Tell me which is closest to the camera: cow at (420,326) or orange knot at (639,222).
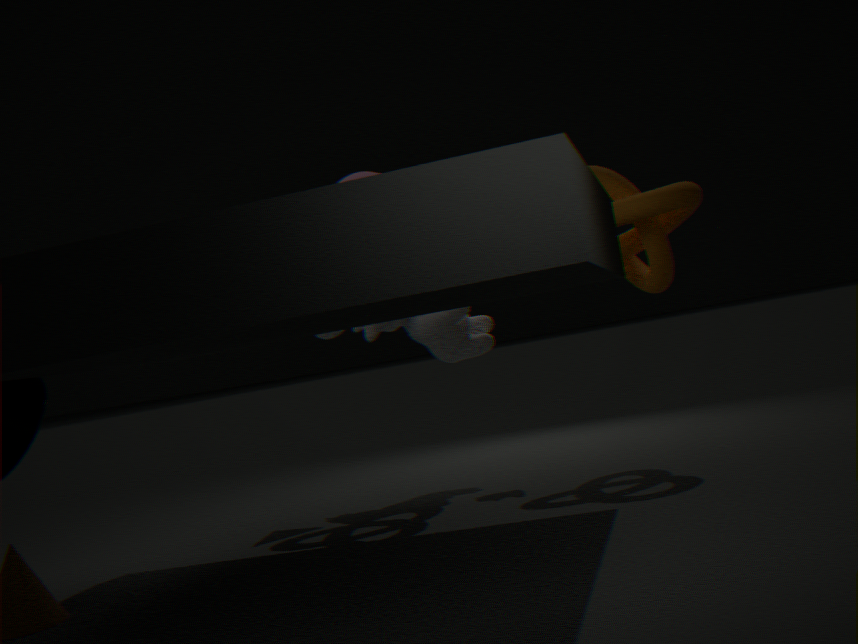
orange knot at (639,222)
